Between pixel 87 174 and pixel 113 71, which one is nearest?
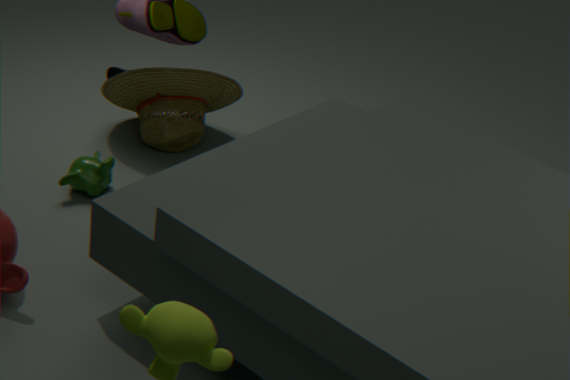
pixel 87 174
